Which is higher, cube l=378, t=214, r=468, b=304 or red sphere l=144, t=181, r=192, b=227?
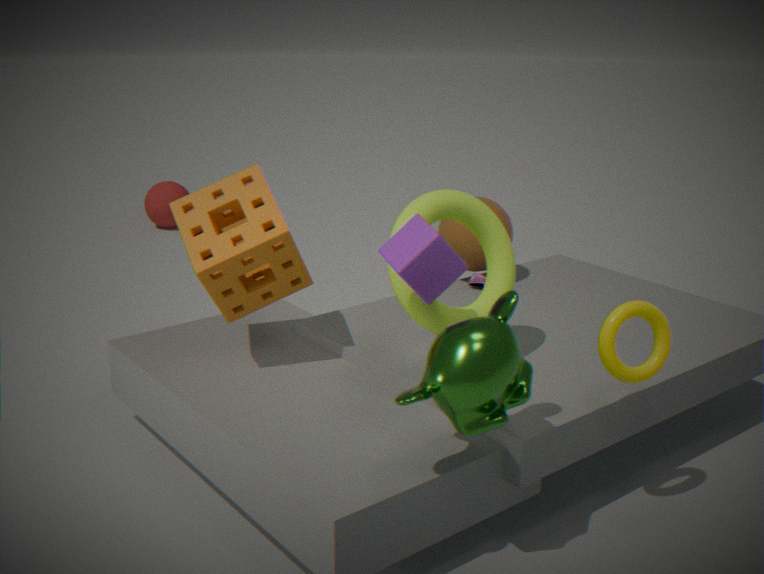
cube l=378, t=214, r=468, b=304
